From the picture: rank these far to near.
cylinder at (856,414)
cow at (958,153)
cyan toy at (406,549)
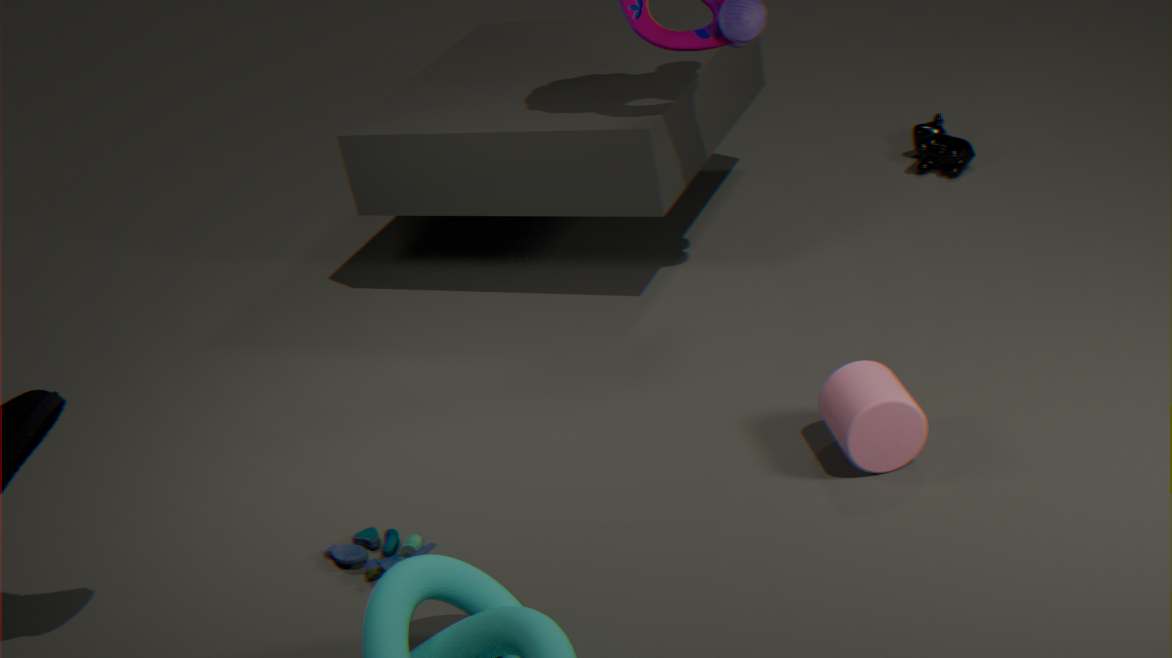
1. cow at (958,153)
2. cyan toy at (406,549)
3. cylinder at (856,414)
